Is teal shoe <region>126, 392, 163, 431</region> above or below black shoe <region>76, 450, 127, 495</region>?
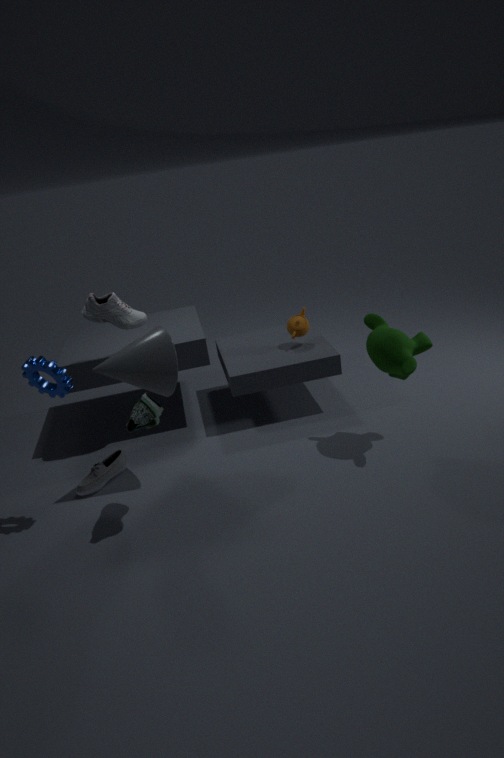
above
